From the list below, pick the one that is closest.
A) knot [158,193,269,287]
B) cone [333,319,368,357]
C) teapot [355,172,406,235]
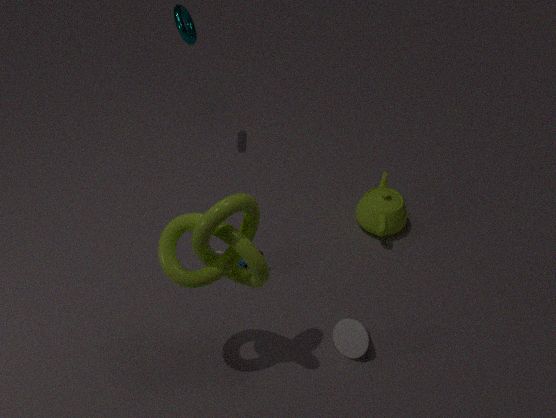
knot [158,193,269,287]
